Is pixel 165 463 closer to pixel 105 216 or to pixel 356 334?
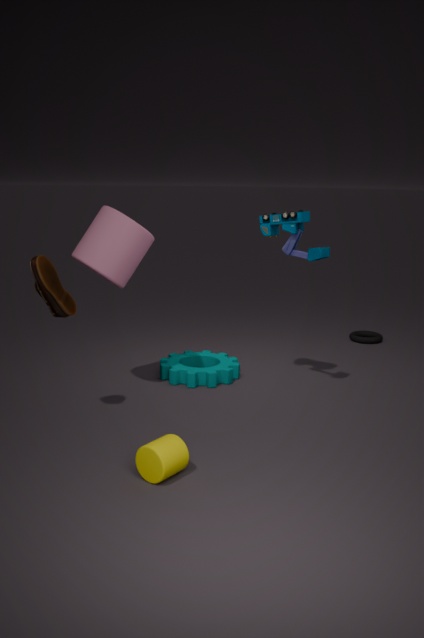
pixel 105 216
